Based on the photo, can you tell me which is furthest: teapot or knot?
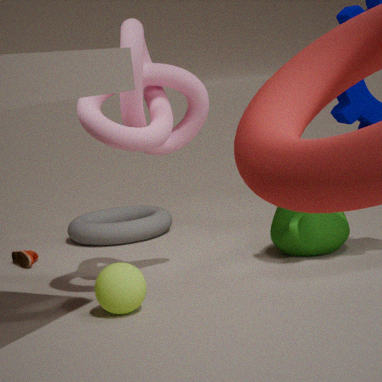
teapot
